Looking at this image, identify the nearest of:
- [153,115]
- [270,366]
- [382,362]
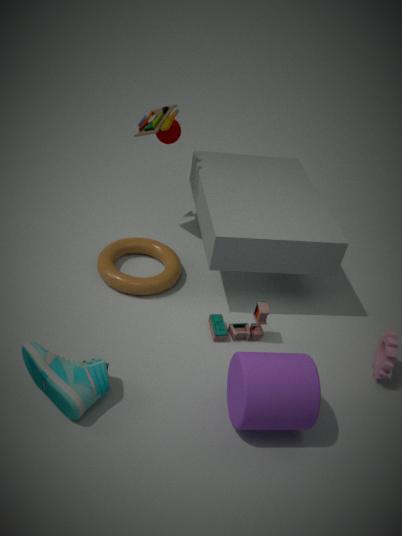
[270,366]
